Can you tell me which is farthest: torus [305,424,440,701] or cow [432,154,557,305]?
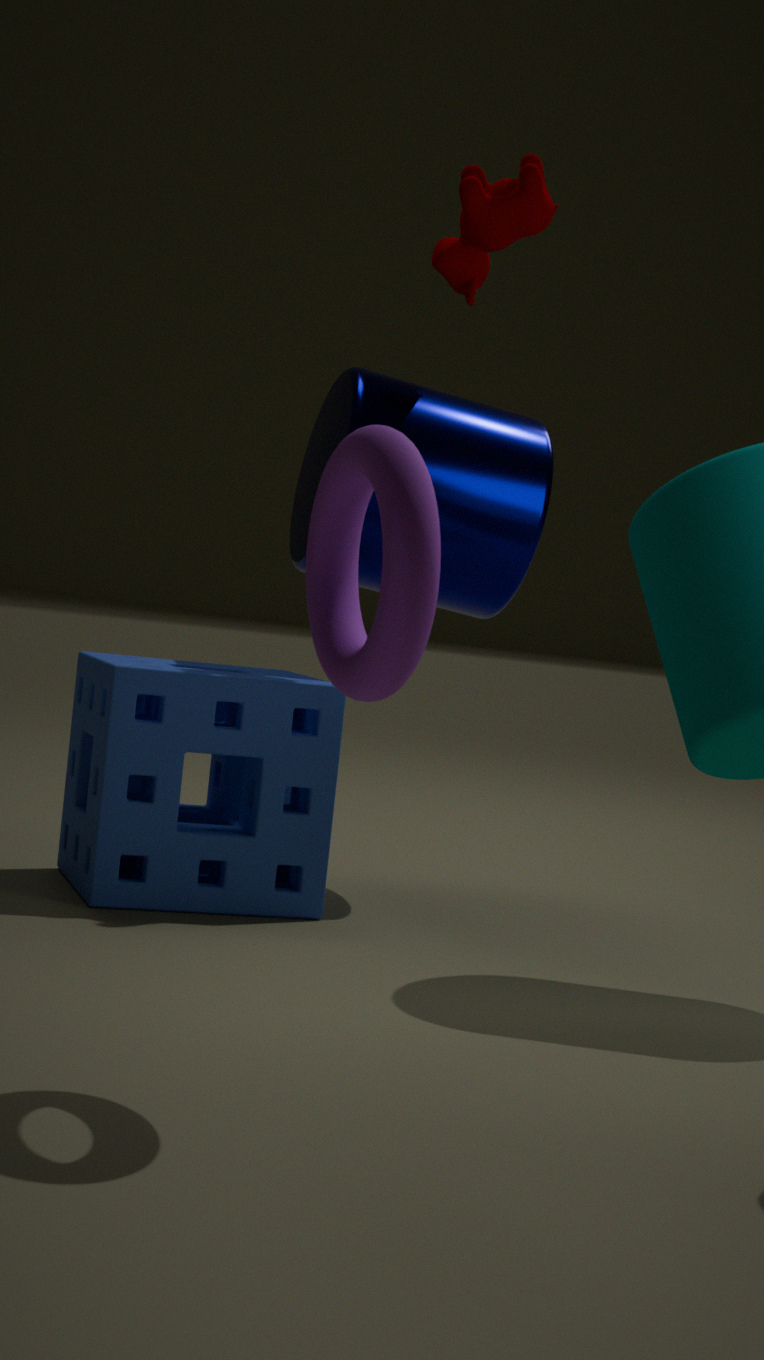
cow [432,154,557,305]
